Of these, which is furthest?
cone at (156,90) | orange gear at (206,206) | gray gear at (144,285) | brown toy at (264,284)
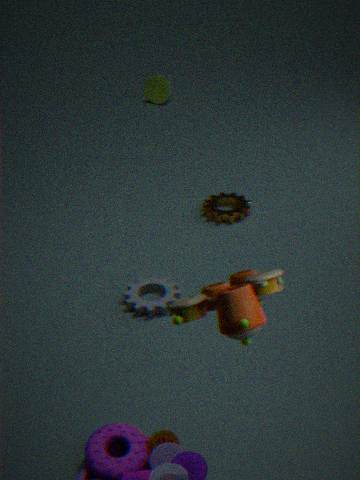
cone at (156,90)
